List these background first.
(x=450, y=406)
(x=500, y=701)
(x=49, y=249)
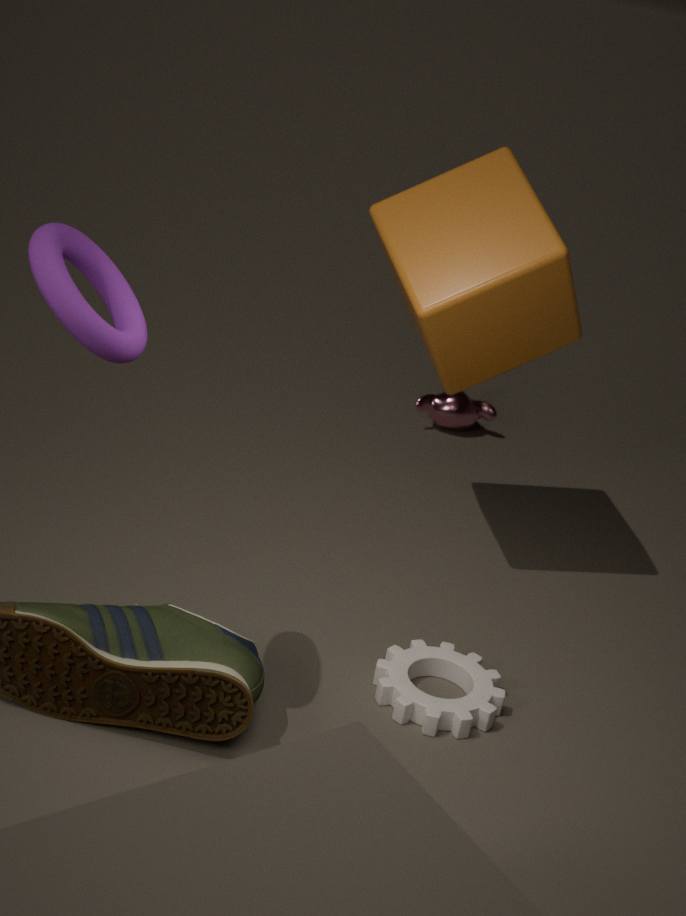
(x=450, y=406), (x=500, y=701), (x=49, y=249)
